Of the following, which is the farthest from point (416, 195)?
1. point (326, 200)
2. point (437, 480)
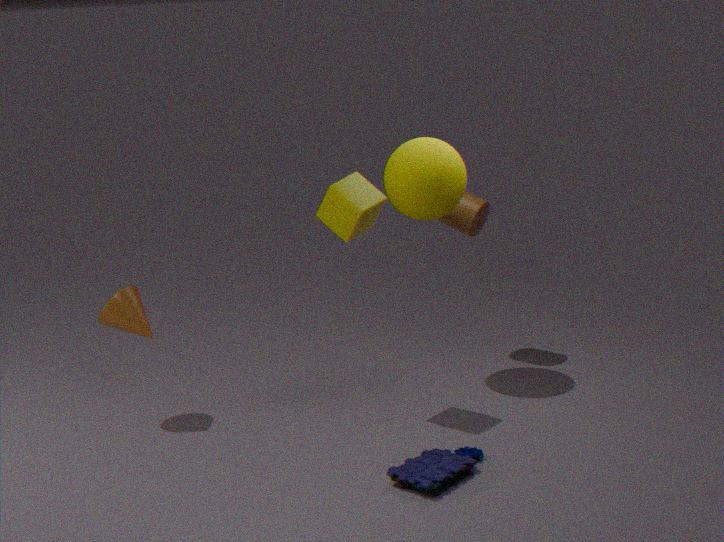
point (437, 480)
